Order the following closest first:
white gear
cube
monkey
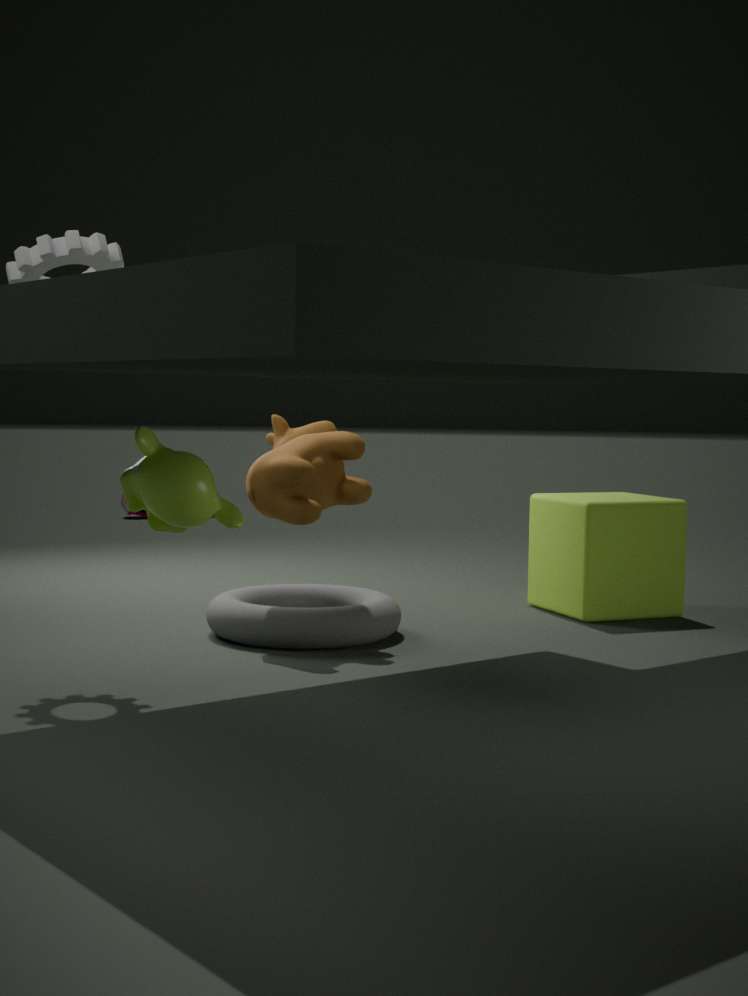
monkey, white gear, cube
